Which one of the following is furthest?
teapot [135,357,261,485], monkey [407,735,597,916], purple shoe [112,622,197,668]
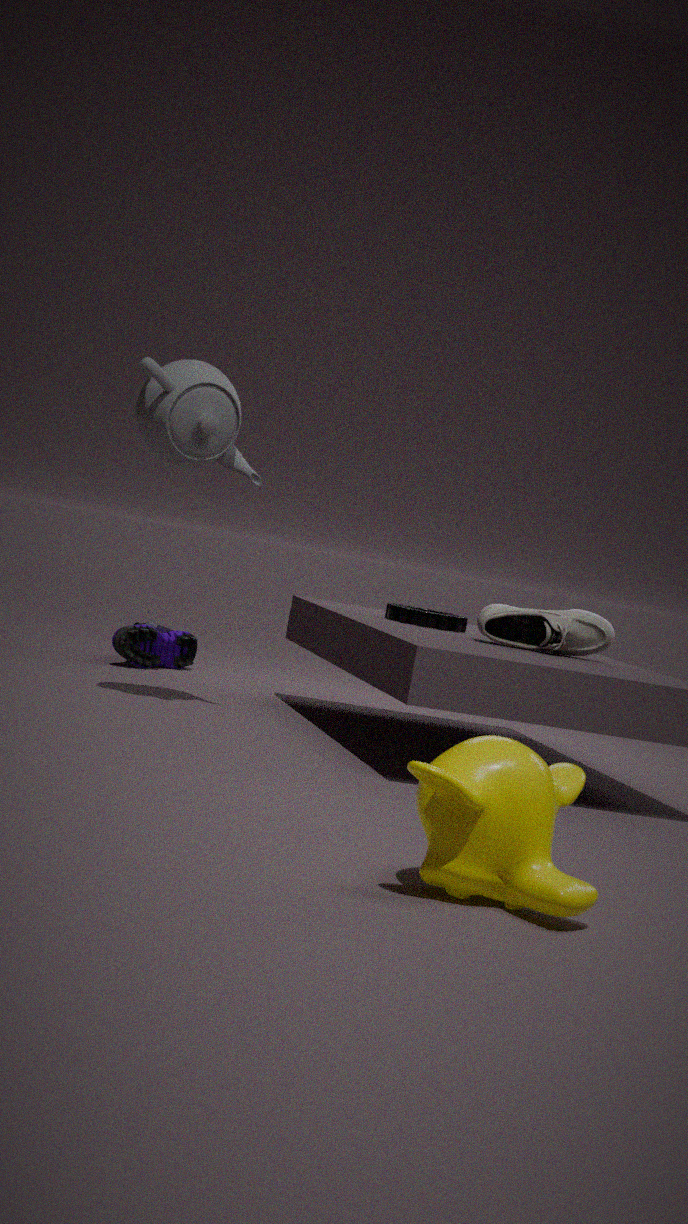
purple shoe [112,622,197,668]
